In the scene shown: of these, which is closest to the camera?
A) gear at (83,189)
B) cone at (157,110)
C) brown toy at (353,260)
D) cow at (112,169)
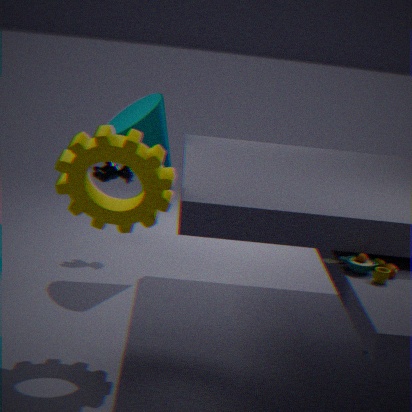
brown toy at (353,260)
